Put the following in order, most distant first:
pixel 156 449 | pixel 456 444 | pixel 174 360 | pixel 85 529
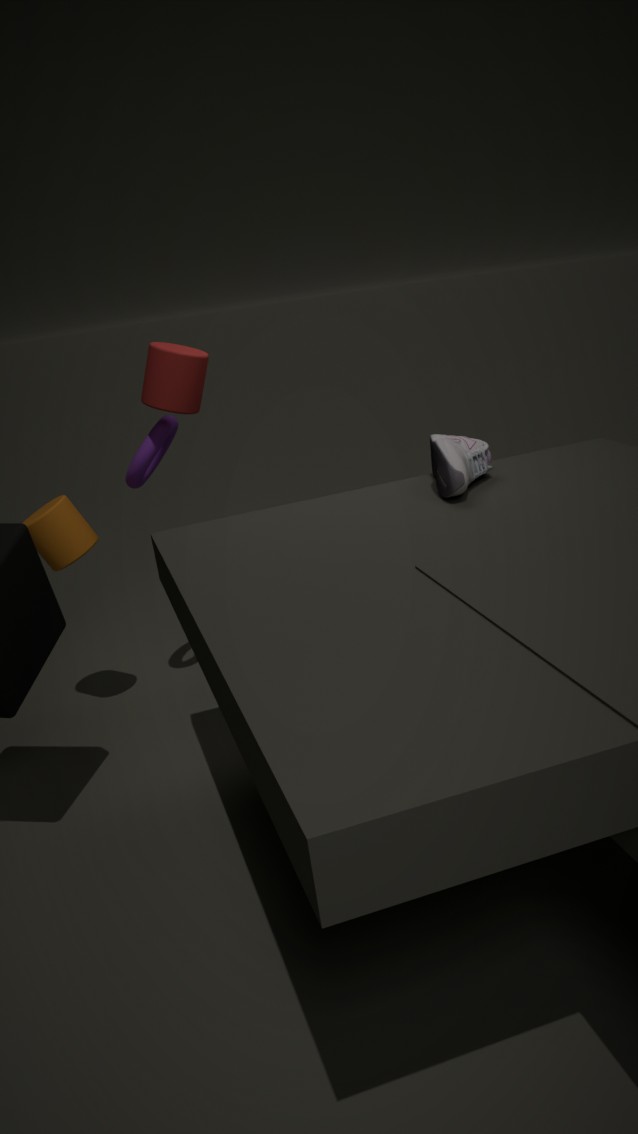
1. pixel 85 529
2. pixel 156 449
3. pixel 174 360
4. pixel 456 444
